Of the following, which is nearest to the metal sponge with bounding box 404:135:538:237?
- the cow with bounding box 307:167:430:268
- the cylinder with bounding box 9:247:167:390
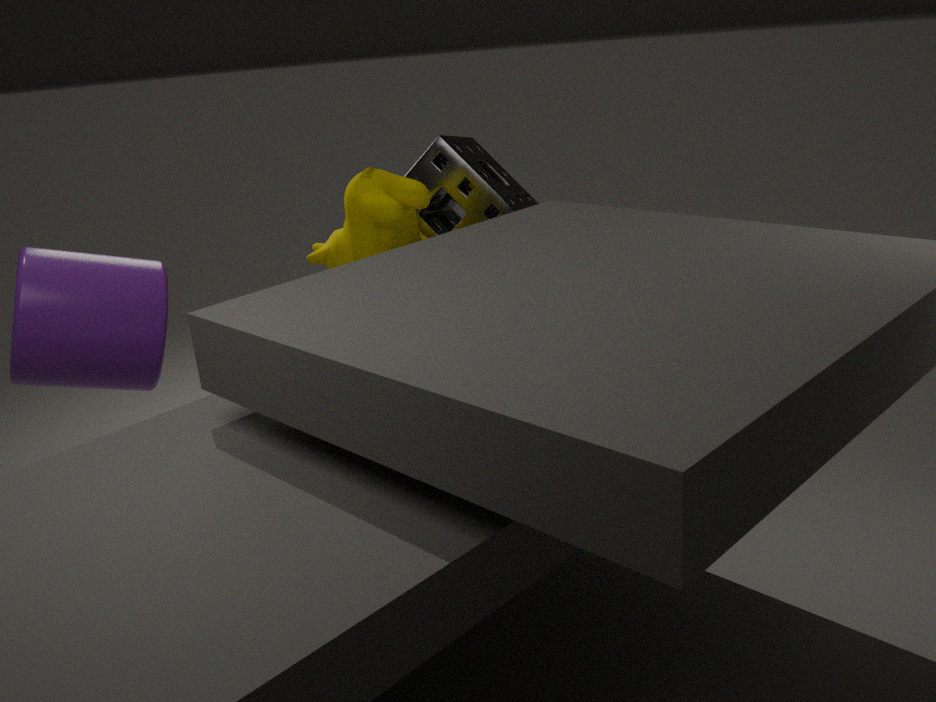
the cow with bounding box 307:167:430:268
